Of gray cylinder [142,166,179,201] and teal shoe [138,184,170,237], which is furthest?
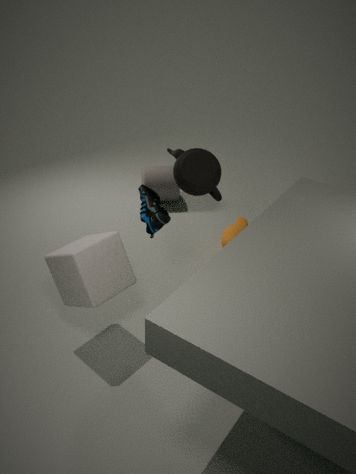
gray cylinder [142,166,179,201]
